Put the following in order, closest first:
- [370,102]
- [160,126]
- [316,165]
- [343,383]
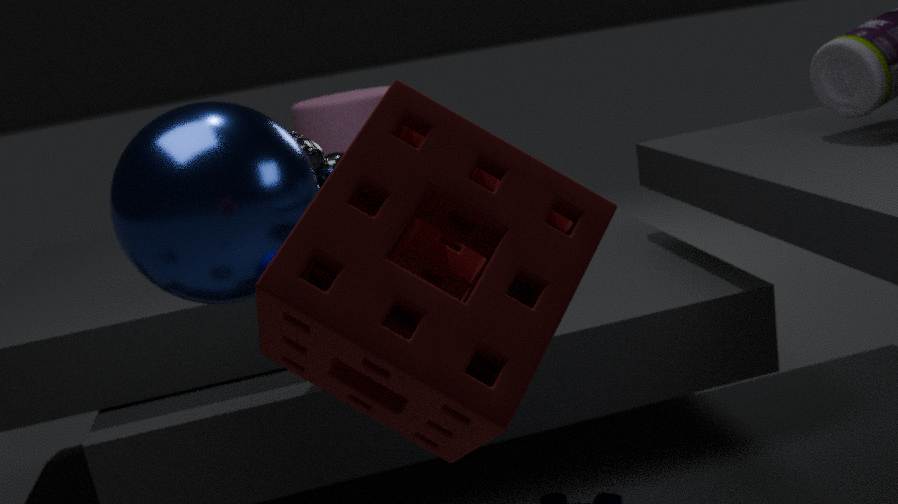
[343,383], [160,126], [316,165], [370,102]
